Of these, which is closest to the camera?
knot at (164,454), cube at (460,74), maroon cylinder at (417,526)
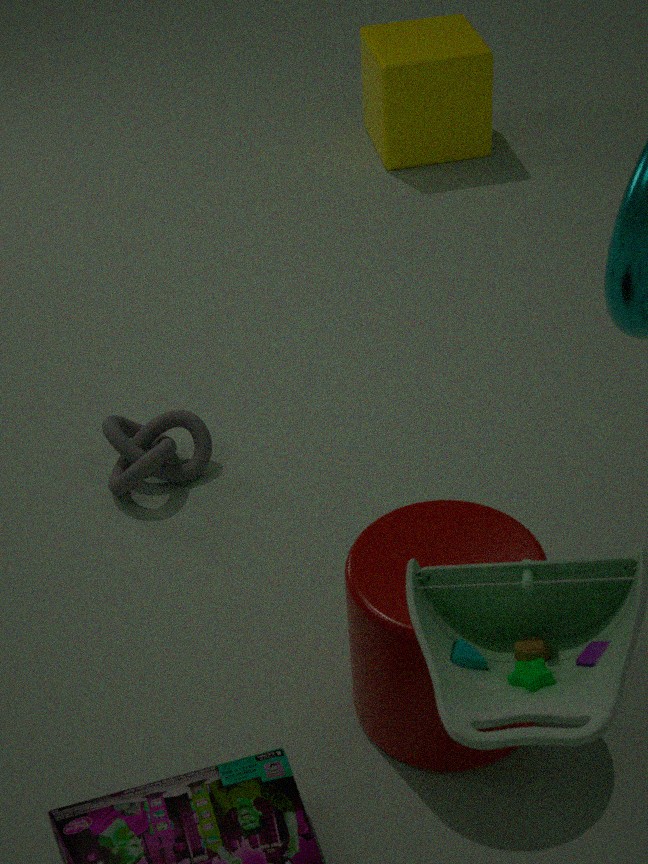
maroon cylinder at (417,526)
